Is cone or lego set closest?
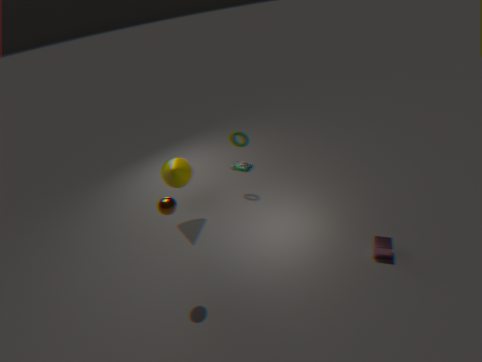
cone
